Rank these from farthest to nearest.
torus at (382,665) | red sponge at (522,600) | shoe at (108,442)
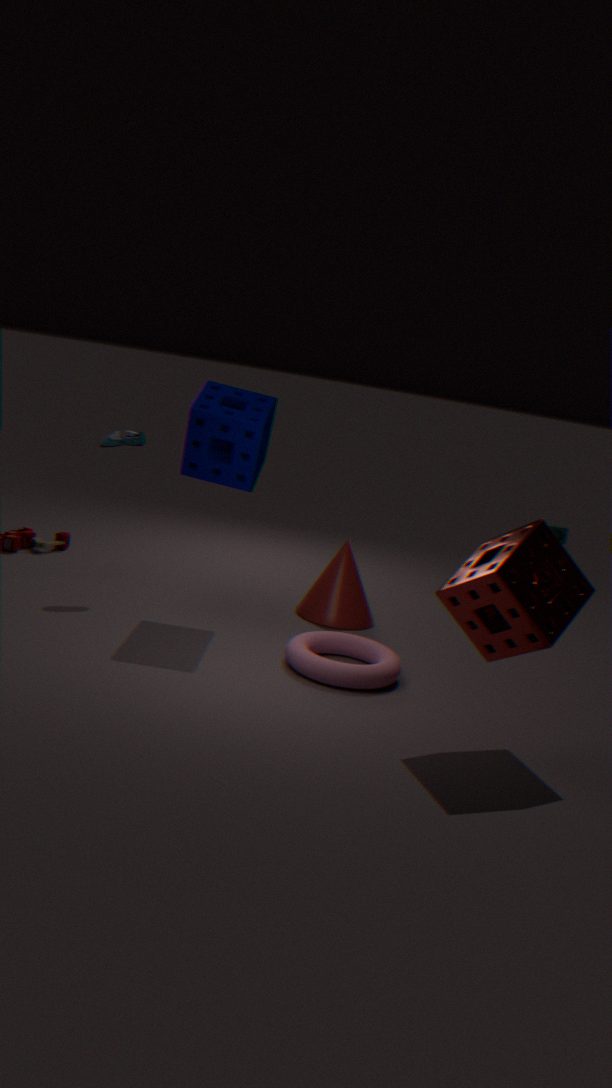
shoe at (108,442), torus at (382,665), red sponge at (522,600)
